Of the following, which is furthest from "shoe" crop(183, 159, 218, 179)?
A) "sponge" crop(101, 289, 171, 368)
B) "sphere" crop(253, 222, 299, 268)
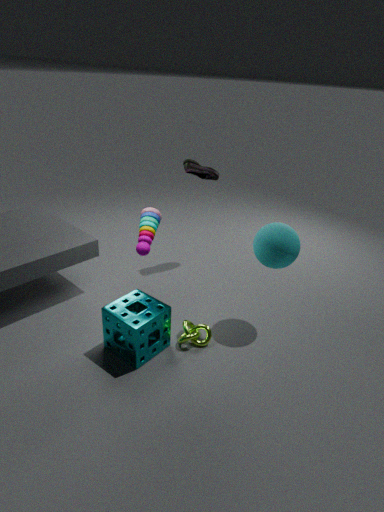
"sponge" crop(101, 289, 171, 368)
